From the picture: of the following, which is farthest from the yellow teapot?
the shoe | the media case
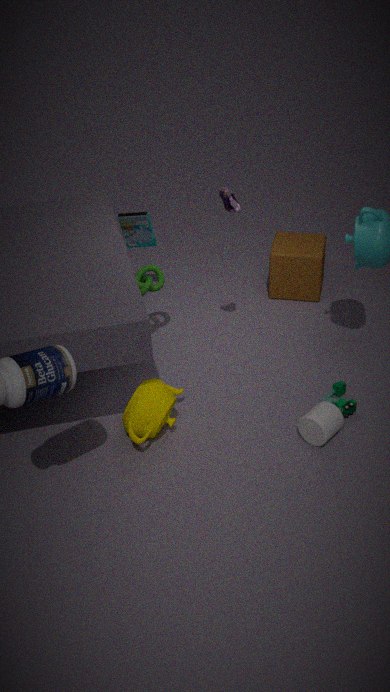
the media case
